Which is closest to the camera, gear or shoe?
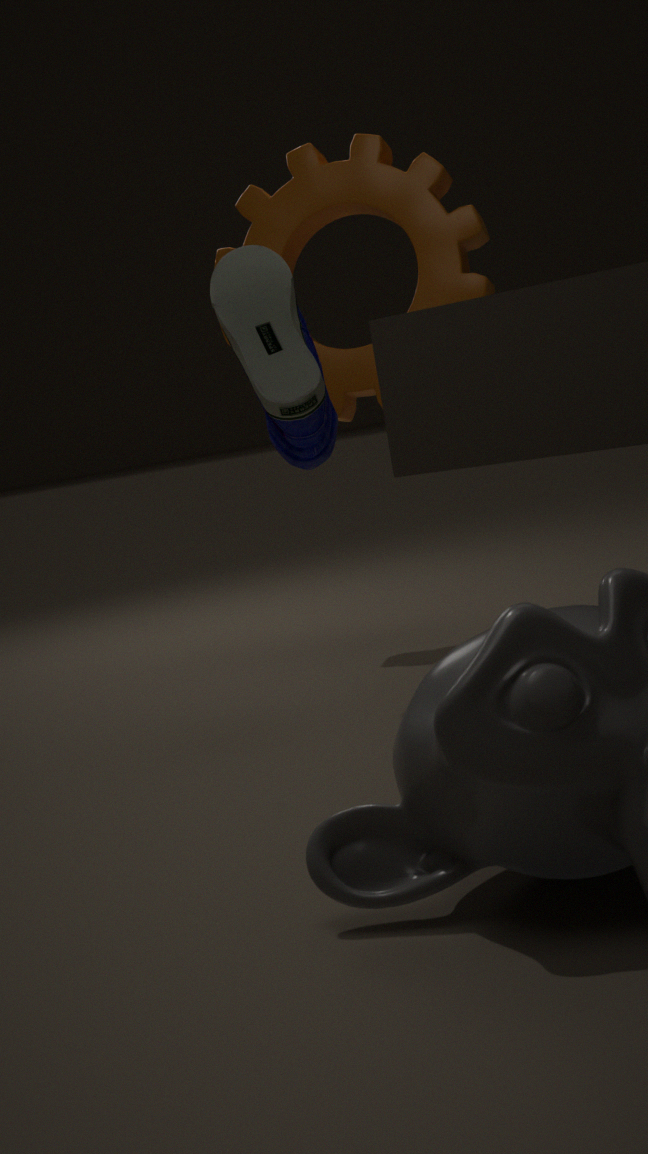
shoe
